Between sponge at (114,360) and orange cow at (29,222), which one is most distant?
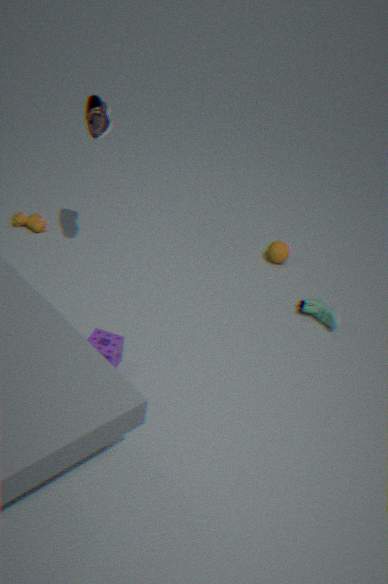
orange cow at (29,222)
